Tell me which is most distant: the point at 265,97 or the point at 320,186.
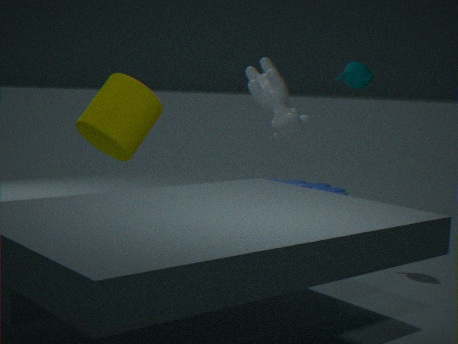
the point at 265,97
